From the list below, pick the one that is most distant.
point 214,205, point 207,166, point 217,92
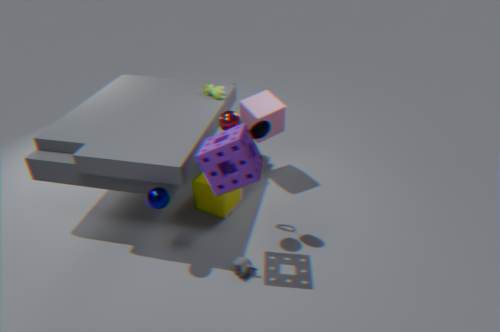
point 217,92
